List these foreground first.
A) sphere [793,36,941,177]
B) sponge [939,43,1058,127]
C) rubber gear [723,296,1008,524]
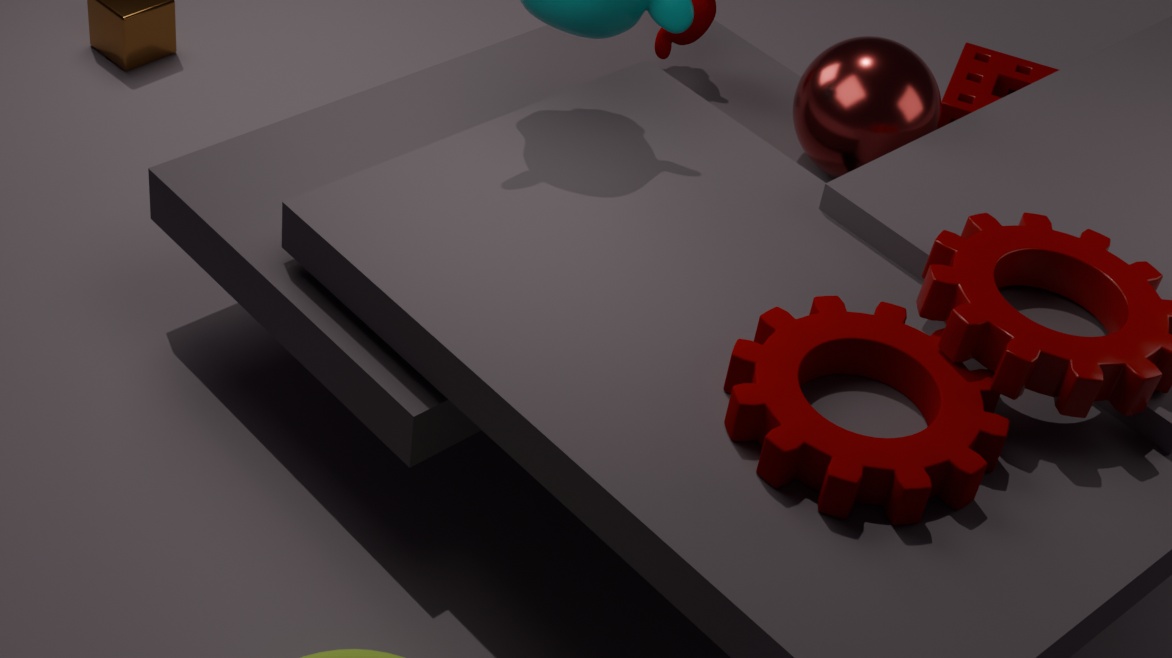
rubber gear [723,296,1008,524], sphere [793,36,941,177], sponge [939,43,1058,127]
